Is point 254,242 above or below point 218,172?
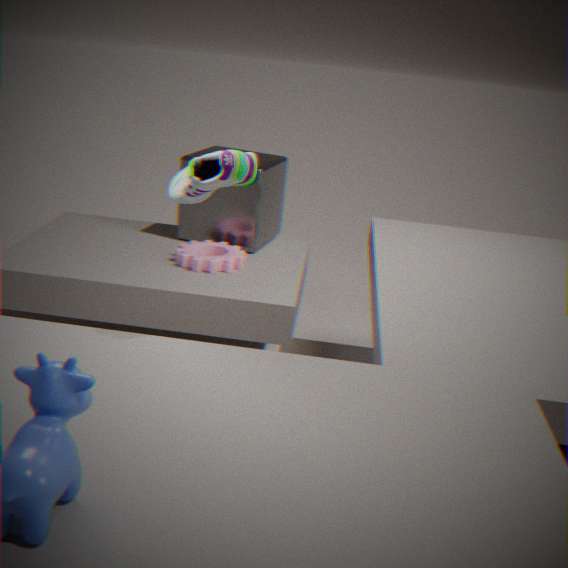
below
